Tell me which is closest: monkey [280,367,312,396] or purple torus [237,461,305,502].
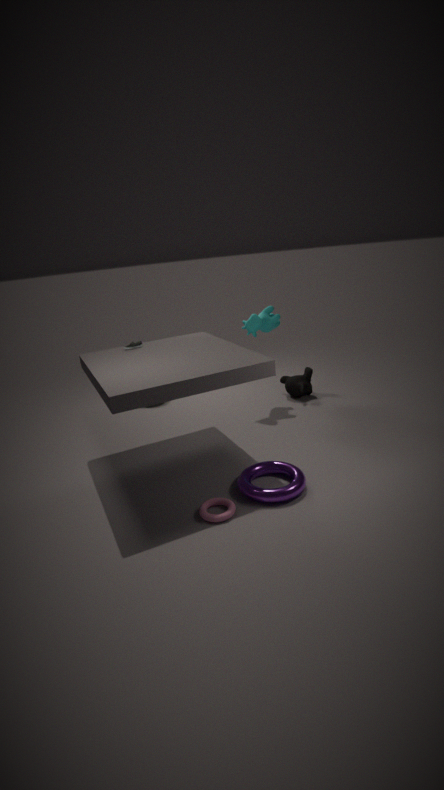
purple torus [237,461,305,502]
